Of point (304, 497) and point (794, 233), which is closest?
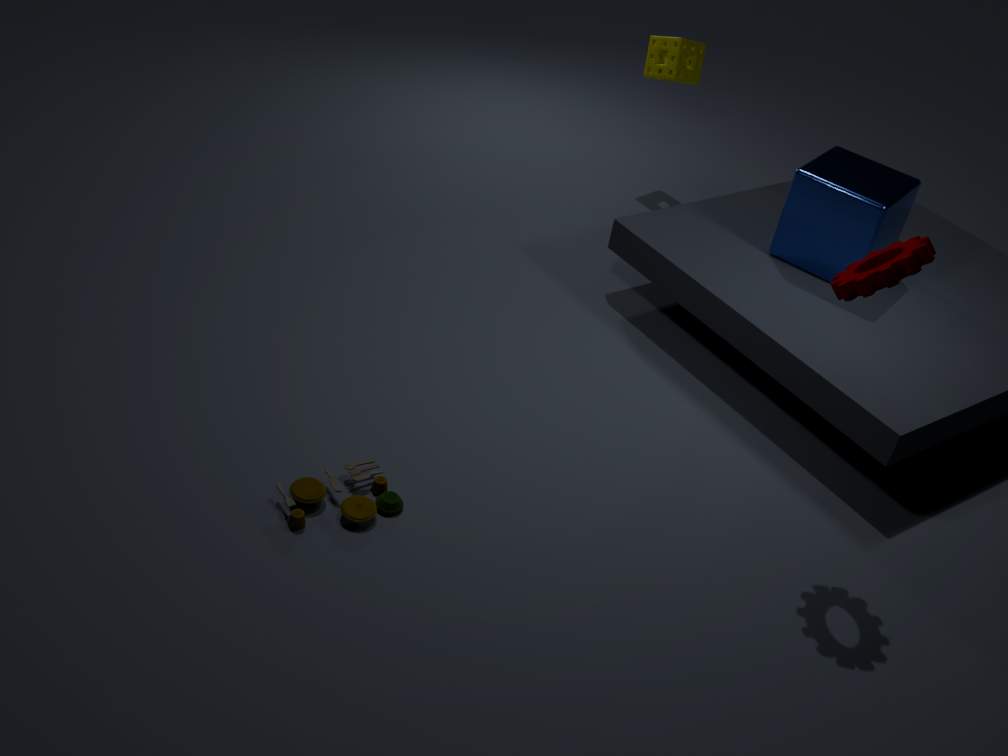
point (304, 497)
